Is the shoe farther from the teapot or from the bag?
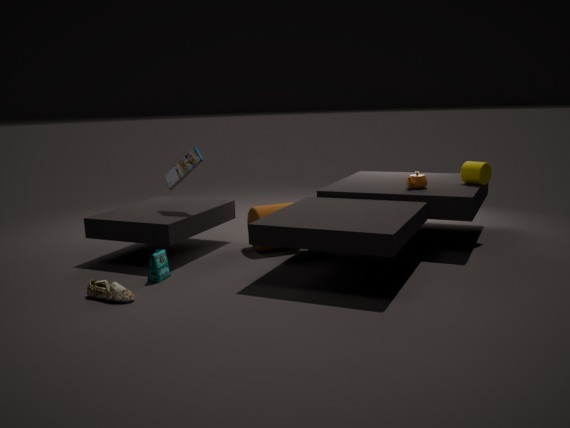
the teapot
